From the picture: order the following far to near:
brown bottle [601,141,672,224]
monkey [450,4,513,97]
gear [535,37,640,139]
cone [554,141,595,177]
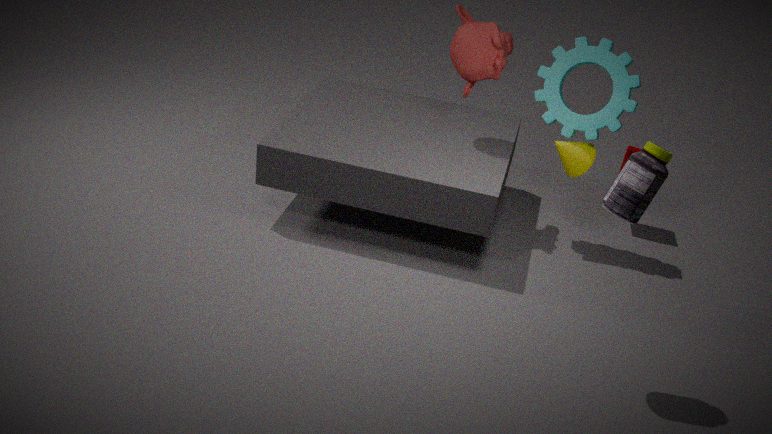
cone [554,141,595,177] → monkey [450,4,513,97] → gear [535,37,640,139] → brown bottle [601,141,672,224]
